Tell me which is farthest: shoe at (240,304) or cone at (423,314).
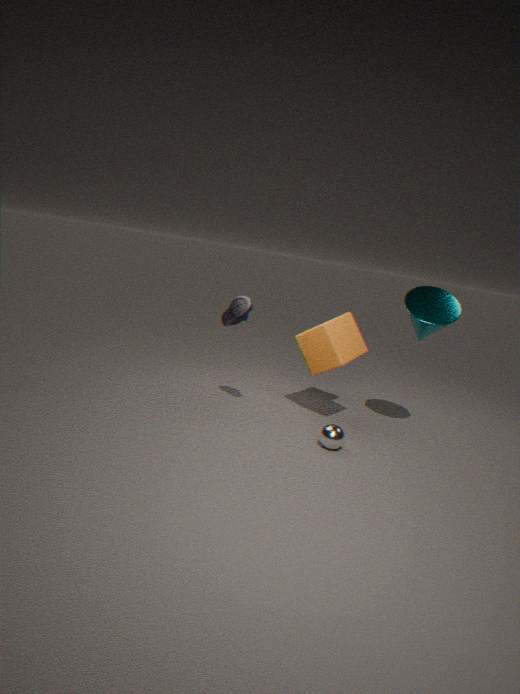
cone at (423,314)
